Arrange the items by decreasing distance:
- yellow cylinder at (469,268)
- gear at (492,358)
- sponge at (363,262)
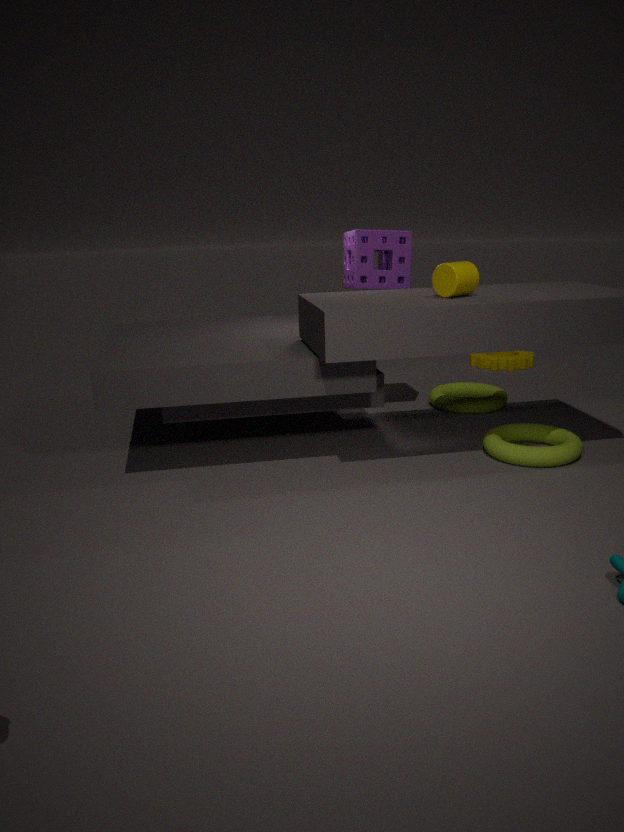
gear at (492,358), sponge at (363,262), yellow cylinder at (469,268)
